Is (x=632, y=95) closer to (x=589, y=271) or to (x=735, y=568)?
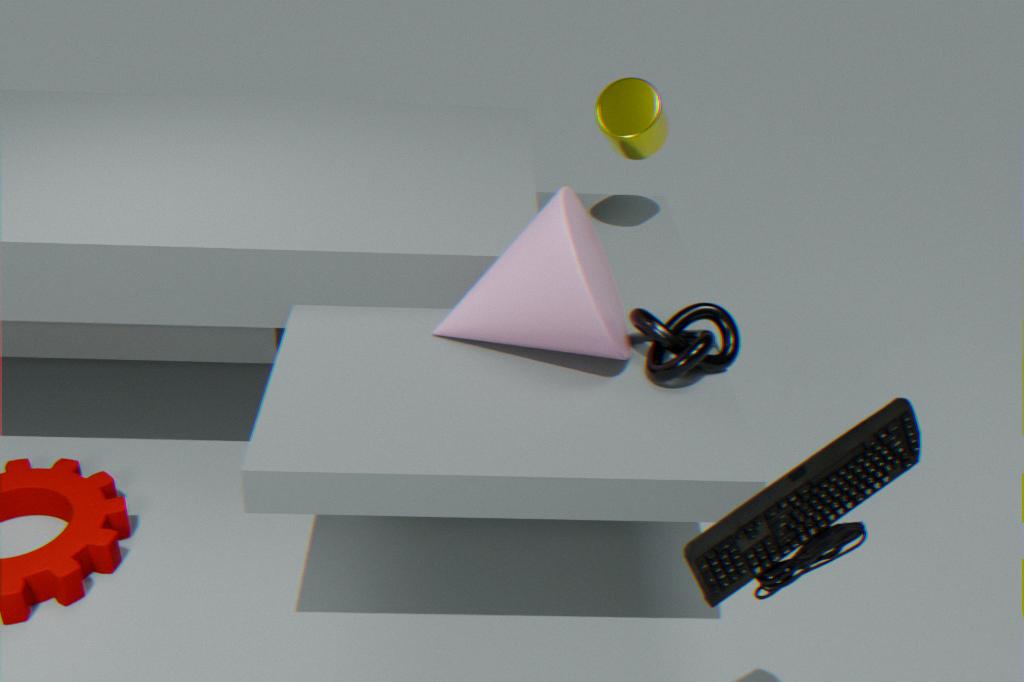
(x=589, y=271)
